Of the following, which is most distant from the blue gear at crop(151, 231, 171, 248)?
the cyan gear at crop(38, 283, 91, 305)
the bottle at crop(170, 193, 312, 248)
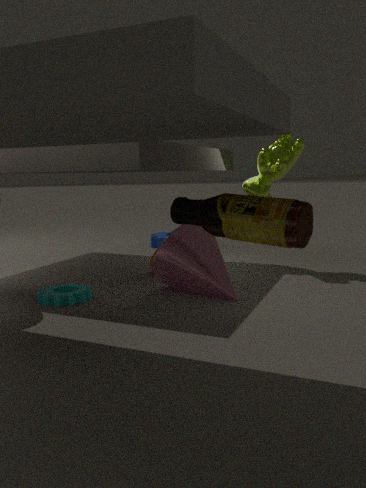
the bottle at crop(170, 193, 312, 248)
